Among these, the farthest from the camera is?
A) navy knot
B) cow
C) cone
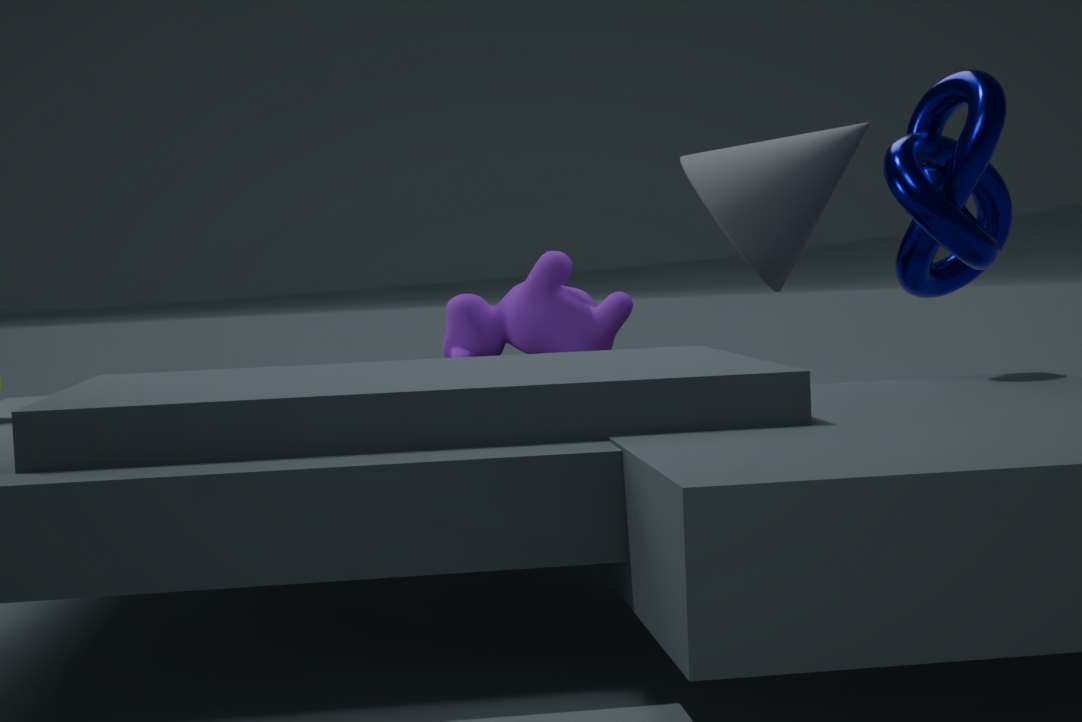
cow
